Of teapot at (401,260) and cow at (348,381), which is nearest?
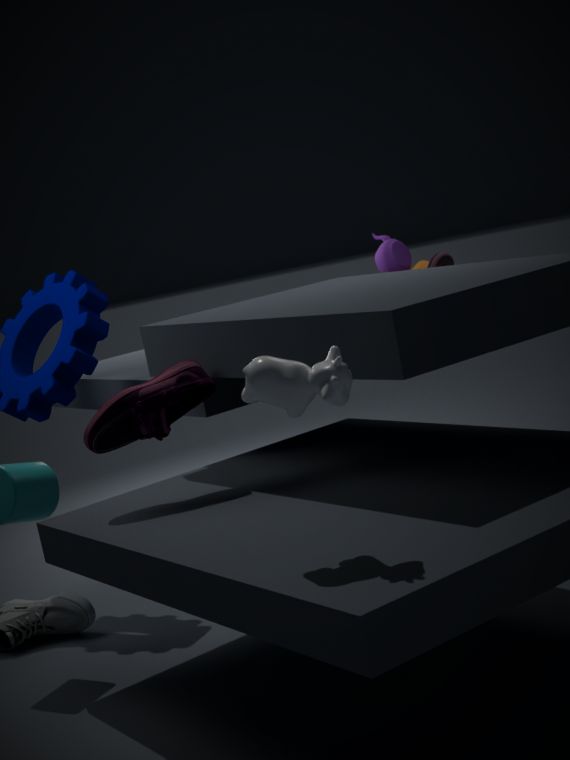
cow at (348,381)
